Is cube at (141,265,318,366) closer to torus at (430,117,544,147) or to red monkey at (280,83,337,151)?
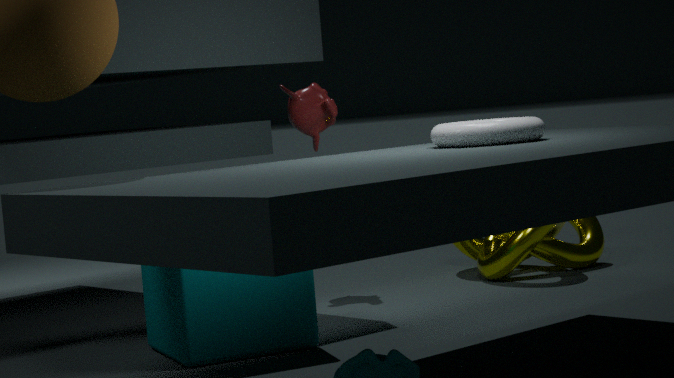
torus at (430,117,544,147)
